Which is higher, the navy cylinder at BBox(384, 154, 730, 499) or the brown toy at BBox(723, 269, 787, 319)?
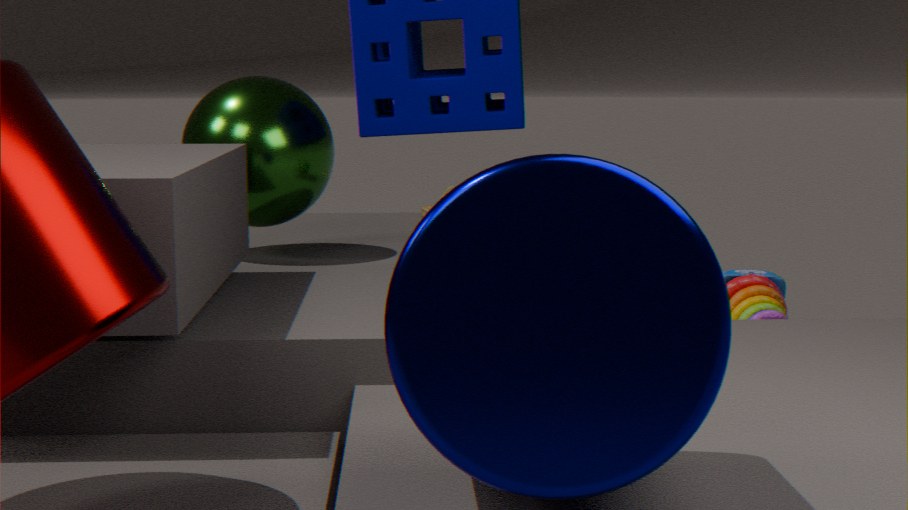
the navy cylinder at BBox(384, 154, 730, 499)
